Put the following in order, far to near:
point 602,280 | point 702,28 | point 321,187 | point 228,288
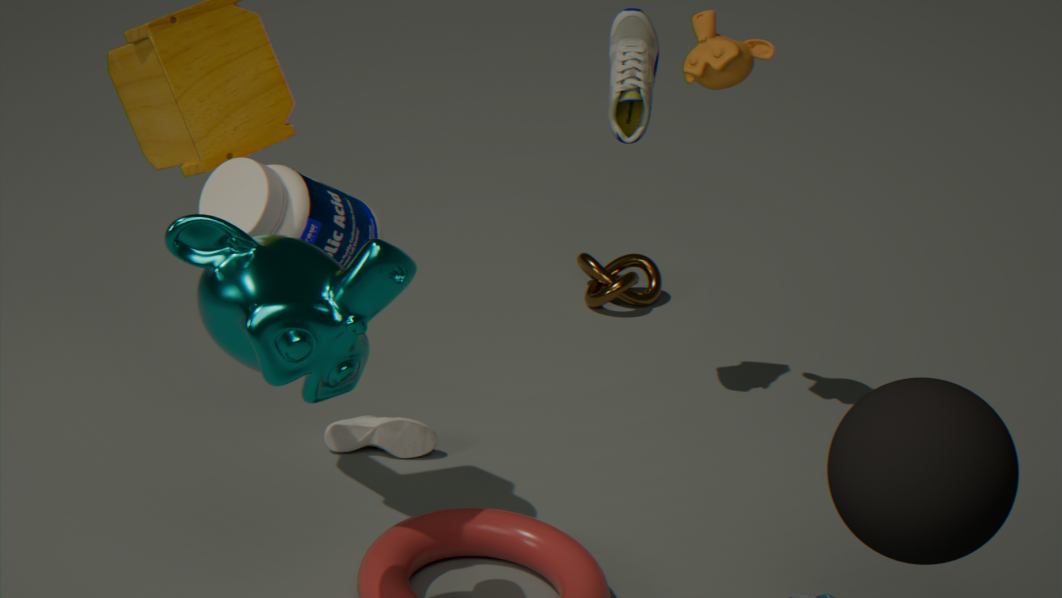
point 602,280, point 702,28, point 321,187, point 228,288
